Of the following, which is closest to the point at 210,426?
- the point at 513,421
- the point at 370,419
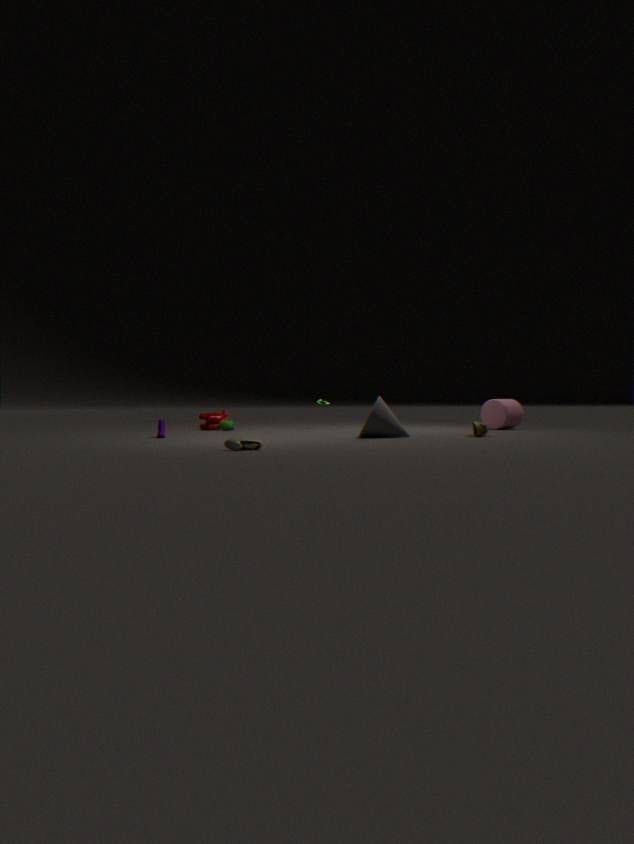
the point at 370,419
